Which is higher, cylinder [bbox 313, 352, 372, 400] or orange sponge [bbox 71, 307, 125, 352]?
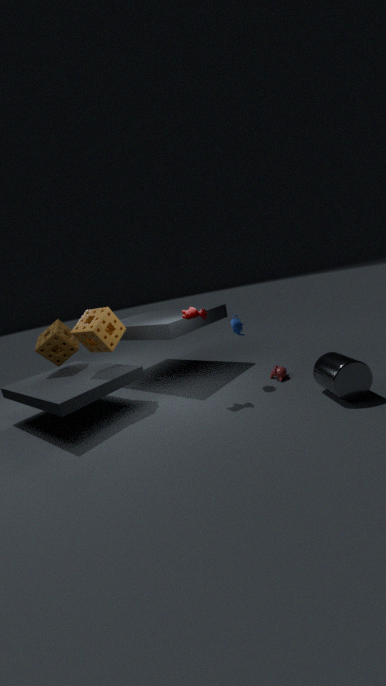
orange sponge [bbox 71, 307, 125, 352]
